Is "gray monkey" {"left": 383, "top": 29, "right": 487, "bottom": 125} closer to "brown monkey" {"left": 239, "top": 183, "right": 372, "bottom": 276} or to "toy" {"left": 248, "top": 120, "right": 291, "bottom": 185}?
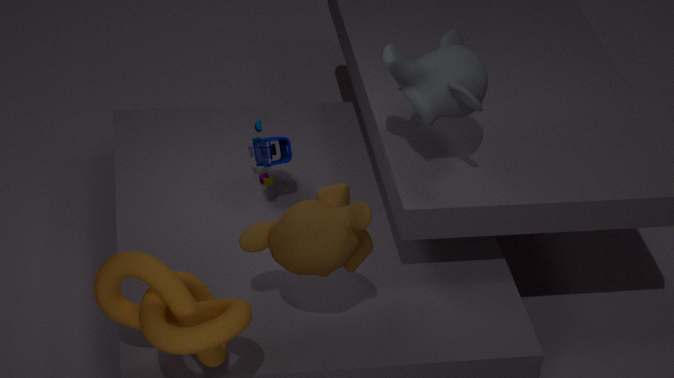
"brown monkey" {"left": 239, "top": 183, "right": 372, "bottom": 276}
